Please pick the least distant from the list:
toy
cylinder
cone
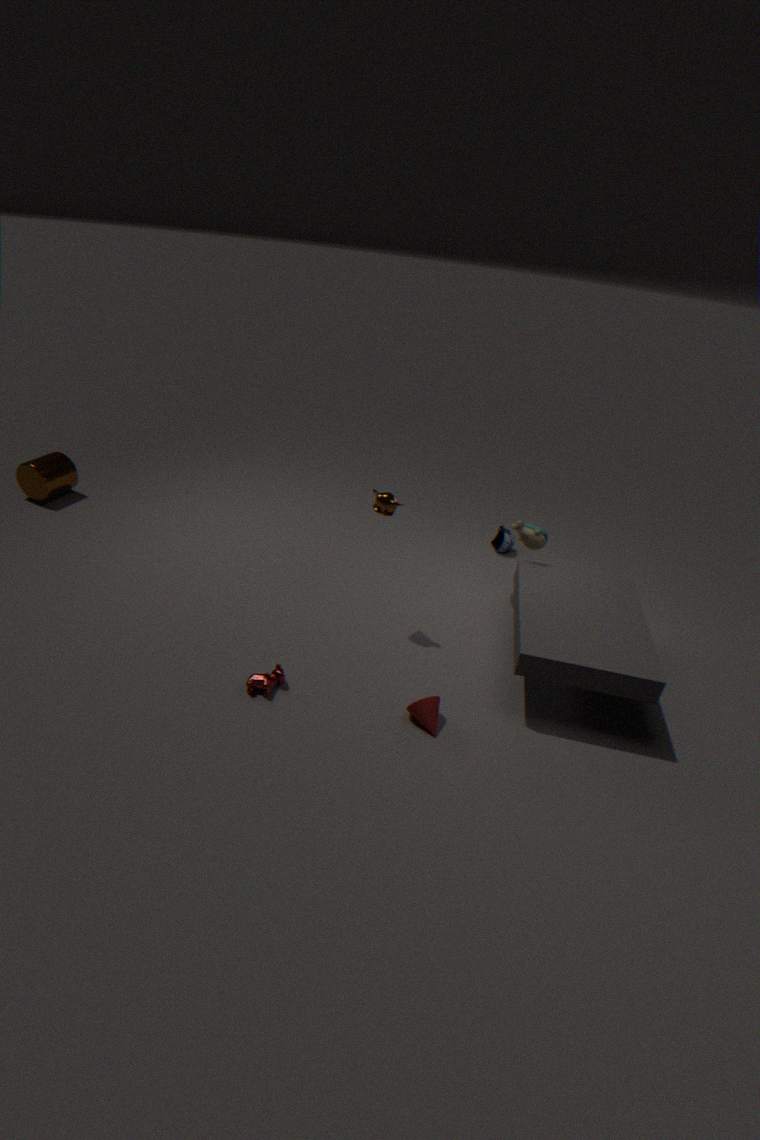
cone
